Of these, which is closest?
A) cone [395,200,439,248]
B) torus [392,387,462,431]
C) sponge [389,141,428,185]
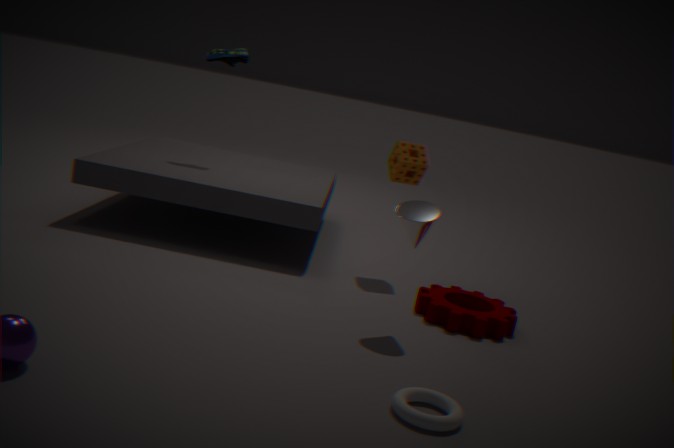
torus [392,387,462,431]
